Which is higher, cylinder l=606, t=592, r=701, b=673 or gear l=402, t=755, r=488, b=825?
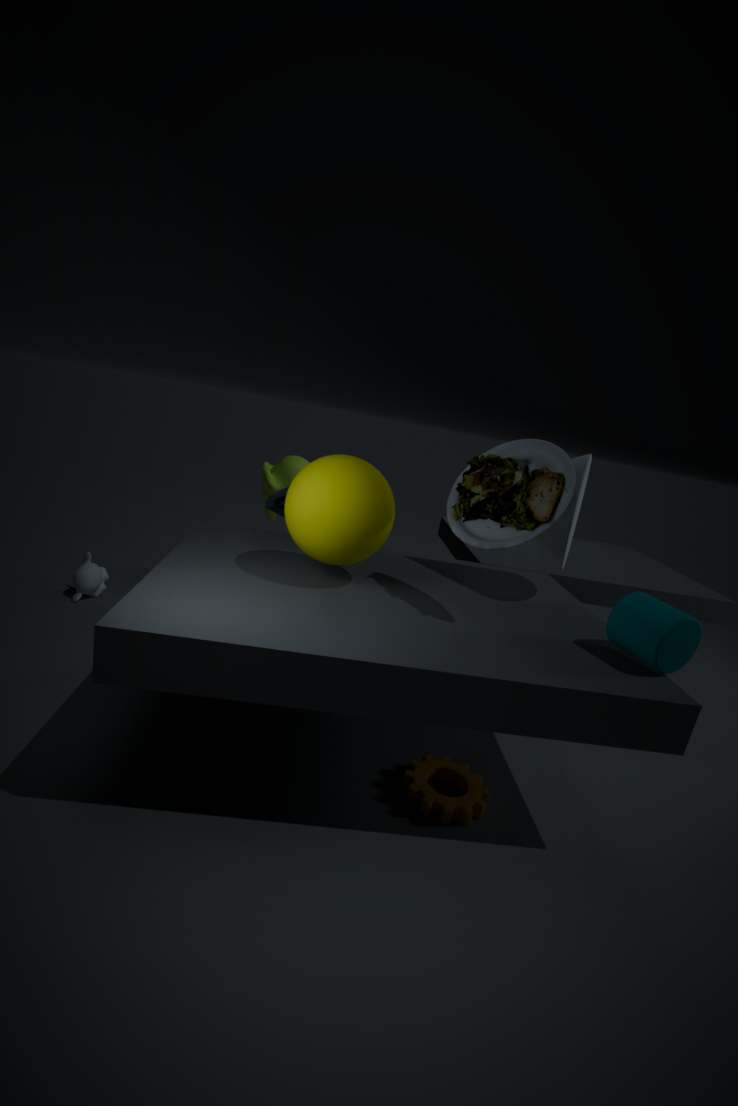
cylinder l=606, t=592, r=701, b=673
